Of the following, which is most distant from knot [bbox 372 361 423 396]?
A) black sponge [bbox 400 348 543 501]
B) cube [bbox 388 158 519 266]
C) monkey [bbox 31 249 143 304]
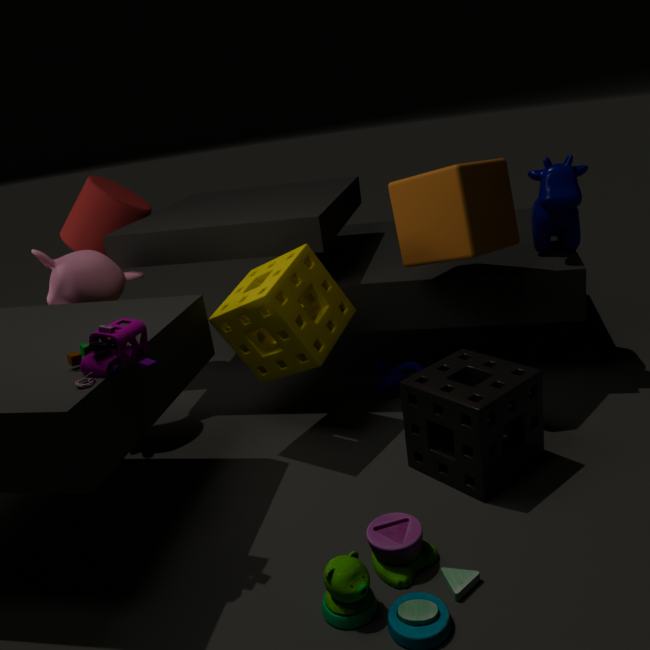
monkey [bbox 31 249 143 304]
